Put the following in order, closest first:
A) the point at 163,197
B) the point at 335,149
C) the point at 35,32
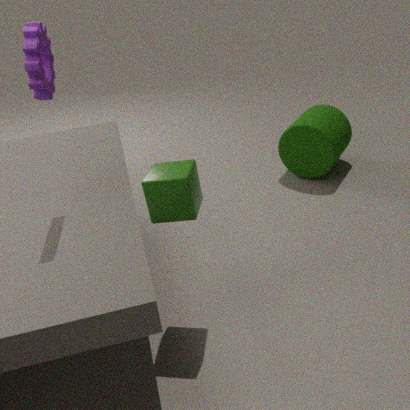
the point at 35,32 < the point at 163,197 < the point at 335,149
